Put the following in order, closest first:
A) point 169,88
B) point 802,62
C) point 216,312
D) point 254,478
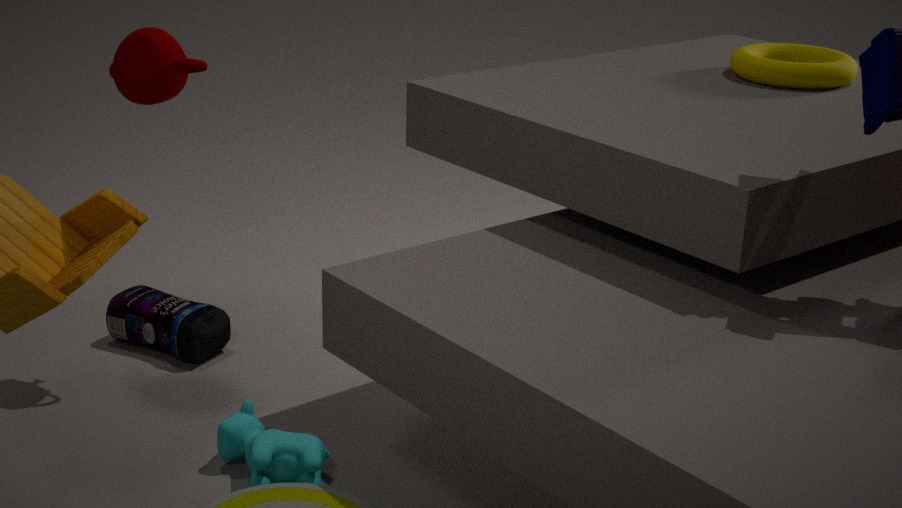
point 254,478, point 169,88, point 802,62, point 216,312
